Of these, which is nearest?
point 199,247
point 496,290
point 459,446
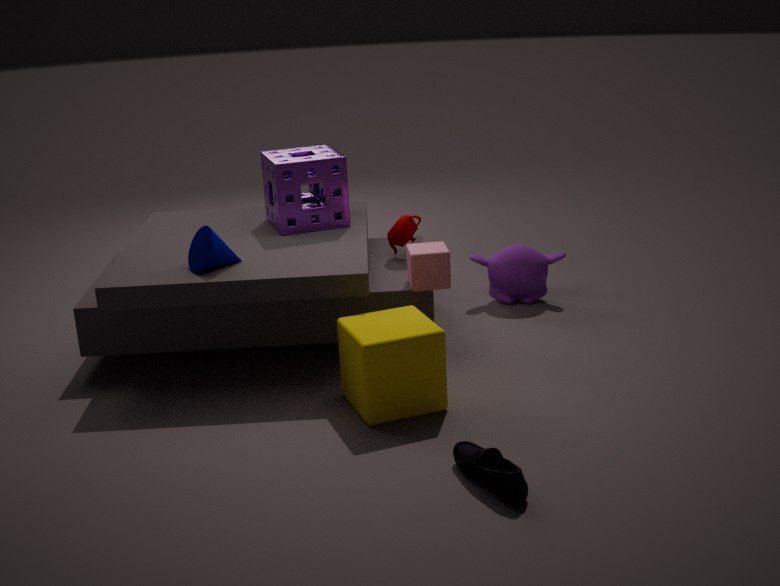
point 459,446
